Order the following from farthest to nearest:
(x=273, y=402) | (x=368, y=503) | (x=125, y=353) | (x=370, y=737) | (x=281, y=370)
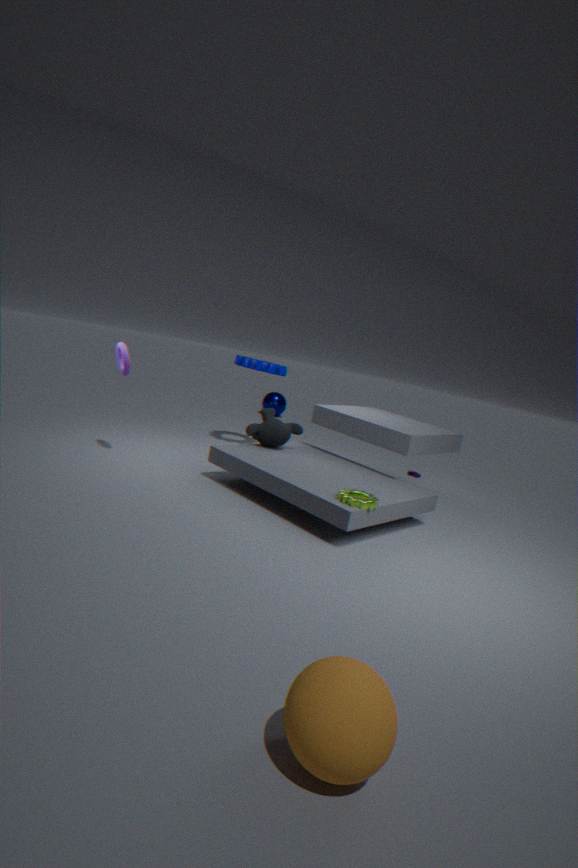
(x=273, y=402)
(x=281, y=370)
(x=125, y=353)
(x=368, y=503)
(x=370, y=737)
